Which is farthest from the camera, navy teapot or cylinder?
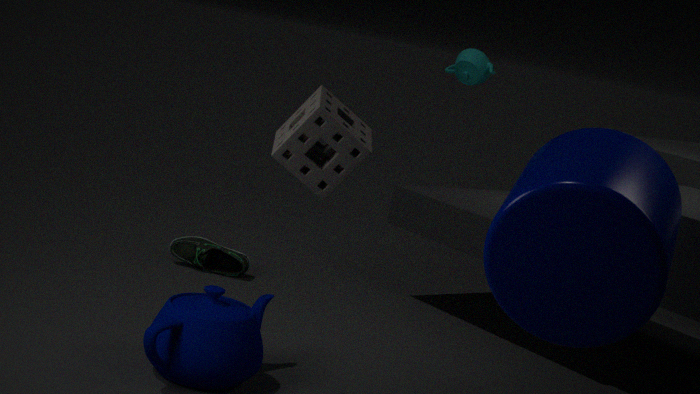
navy teapot
